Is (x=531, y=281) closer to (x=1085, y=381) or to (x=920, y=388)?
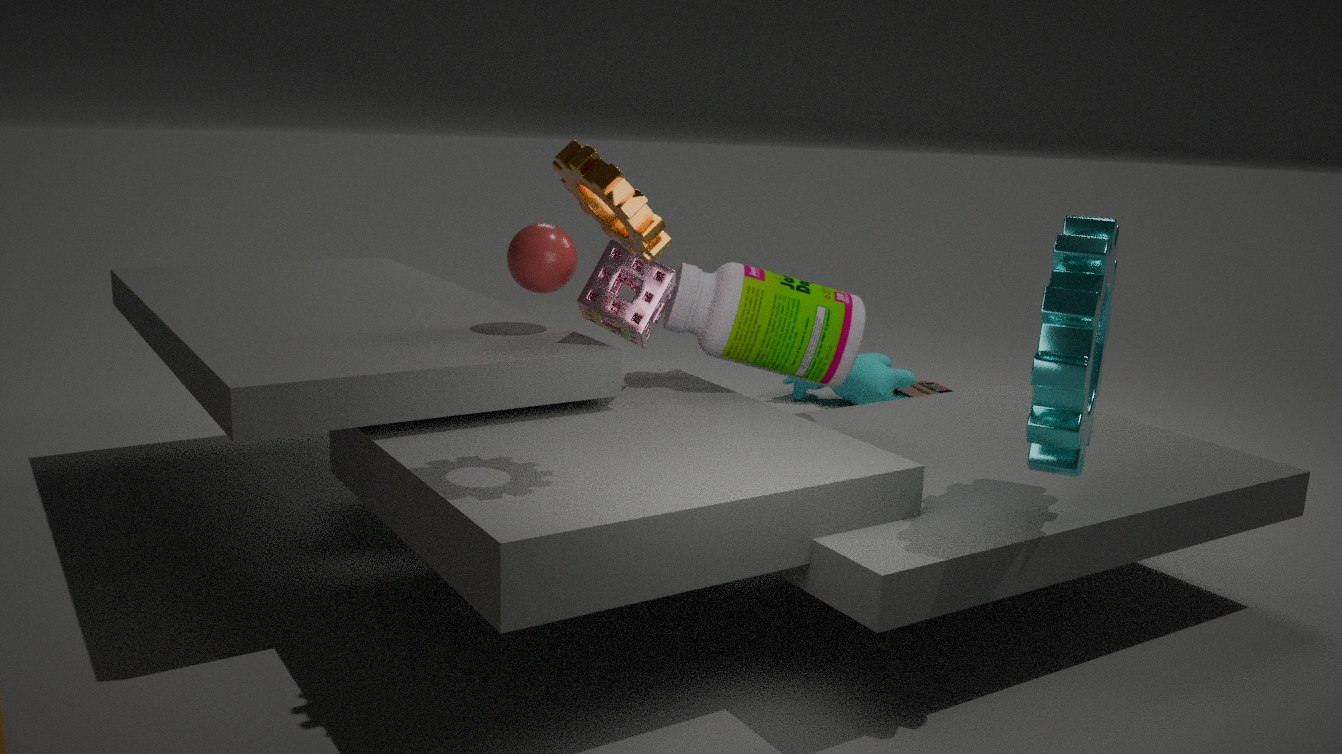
(x=1085, y=381)
